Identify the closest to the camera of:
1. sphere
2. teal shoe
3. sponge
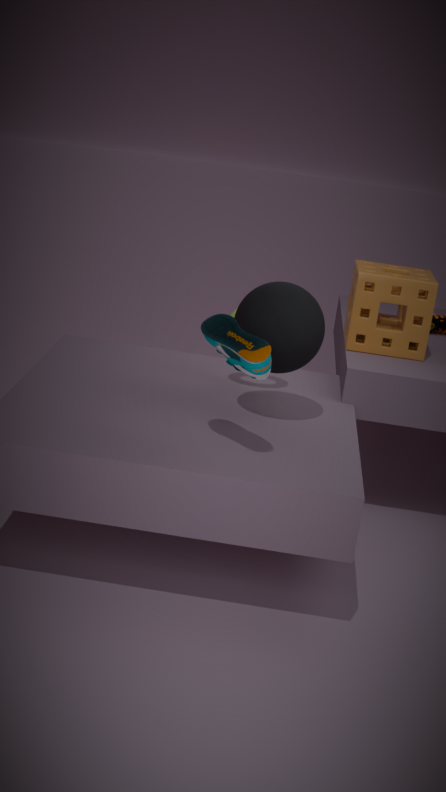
teal shoe
